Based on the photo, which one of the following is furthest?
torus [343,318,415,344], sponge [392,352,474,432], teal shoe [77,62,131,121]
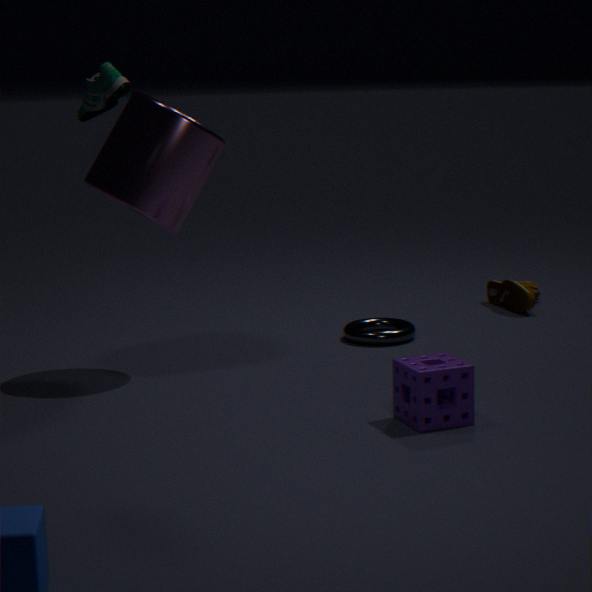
torus [343,318,415,344]
